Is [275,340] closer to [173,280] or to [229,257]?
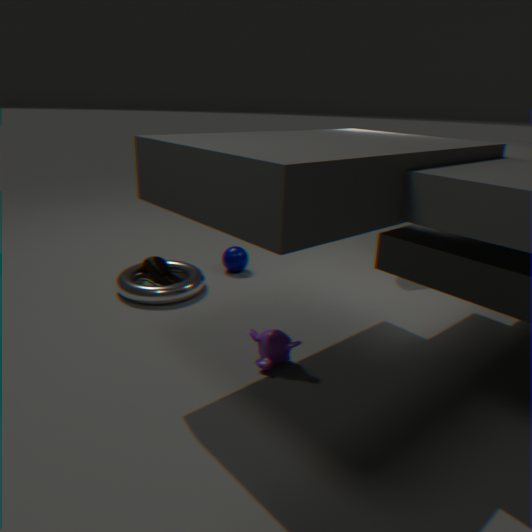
[173,280]
